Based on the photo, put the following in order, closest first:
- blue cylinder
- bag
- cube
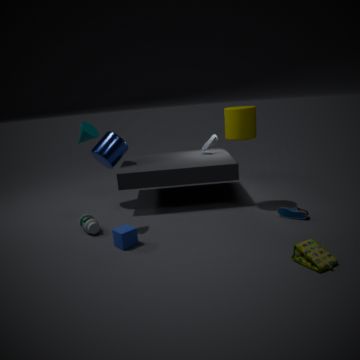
bag, cube, blue cylinder
